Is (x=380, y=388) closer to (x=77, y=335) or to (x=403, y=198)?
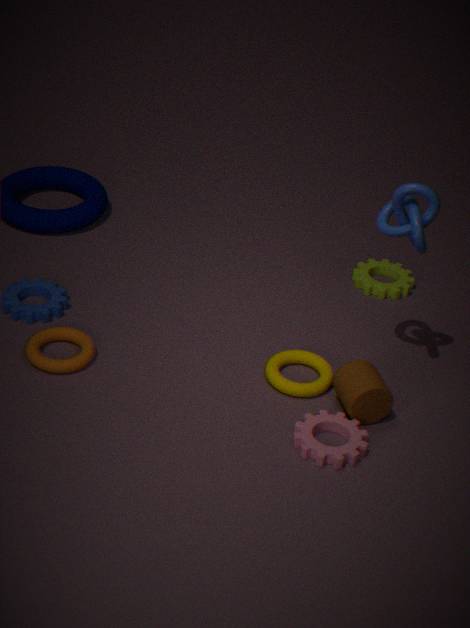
(x=403, y=198)
